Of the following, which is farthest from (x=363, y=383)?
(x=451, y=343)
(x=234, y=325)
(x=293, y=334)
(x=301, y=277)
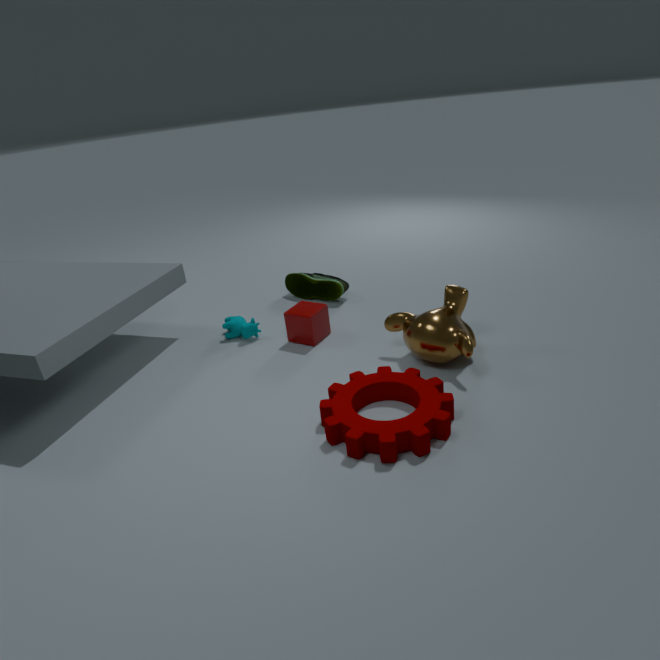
(x=301, y=277)
